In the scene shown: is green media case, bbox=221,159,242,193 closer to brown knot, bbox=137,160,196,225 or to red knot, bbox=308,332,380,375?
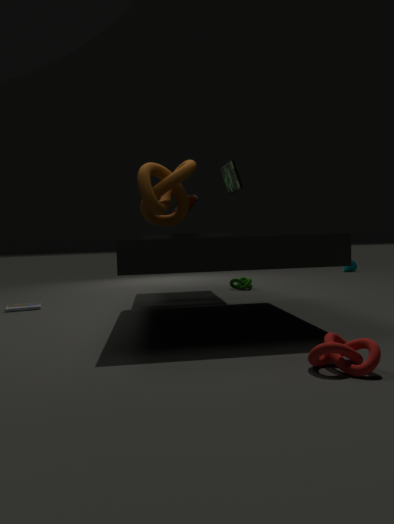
brown knot, bbox=137,160,196,225
